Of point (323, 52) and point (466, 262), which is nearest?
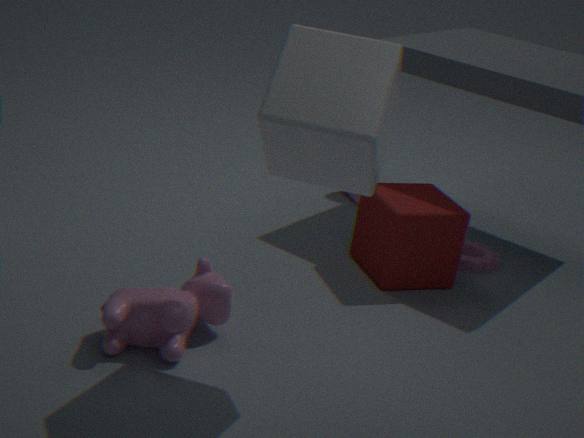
point (323, 52)
